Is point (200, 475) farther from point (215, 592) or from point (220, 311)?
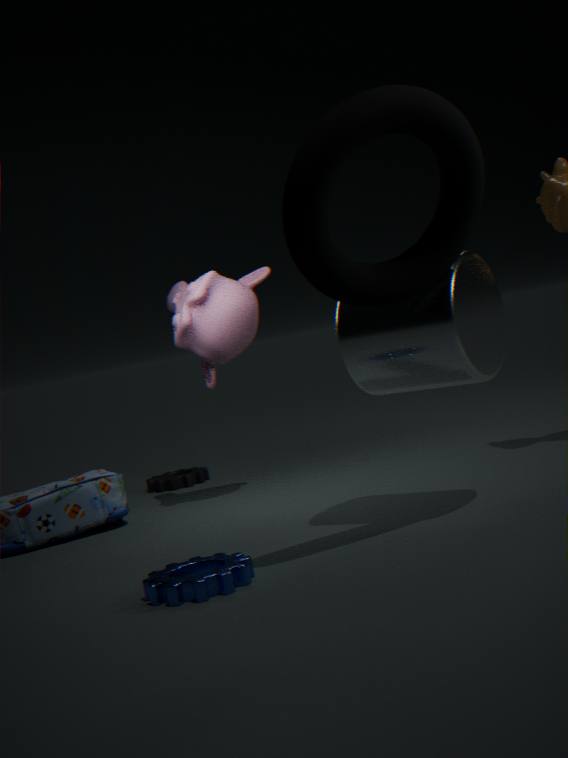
point (215, 592)
